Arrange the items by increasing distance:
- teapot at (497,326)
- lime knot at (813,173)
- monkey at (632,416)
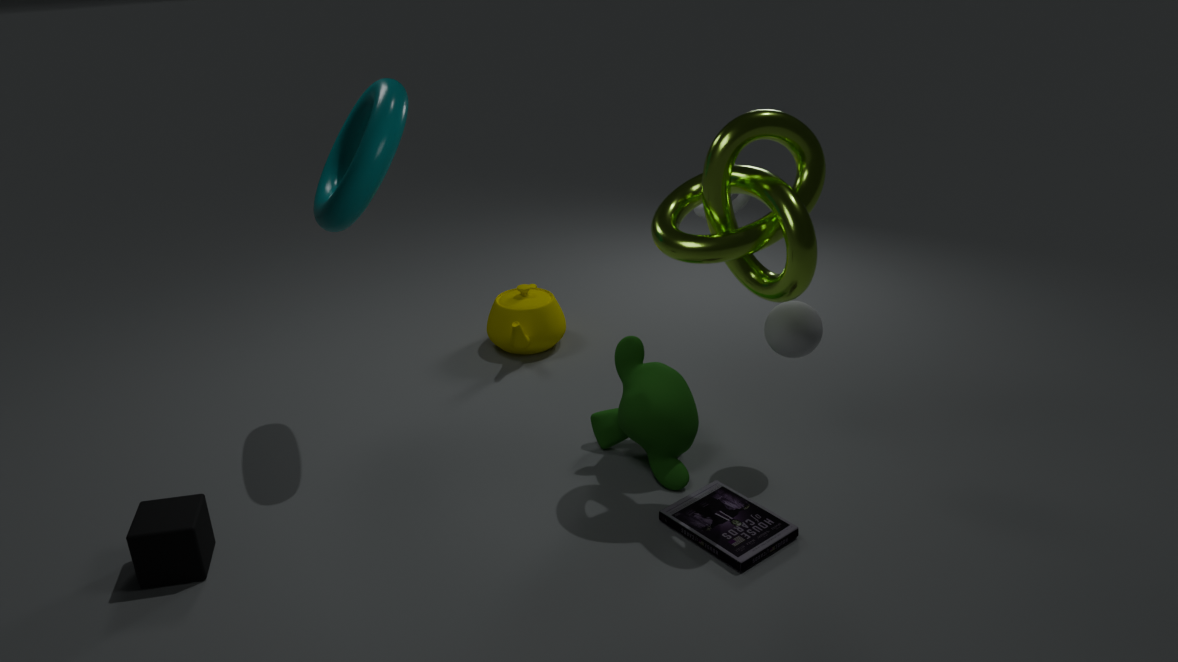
1. lime knot at (813,173)
2. monkey at (632,416)
3. teapot at (497,326)
